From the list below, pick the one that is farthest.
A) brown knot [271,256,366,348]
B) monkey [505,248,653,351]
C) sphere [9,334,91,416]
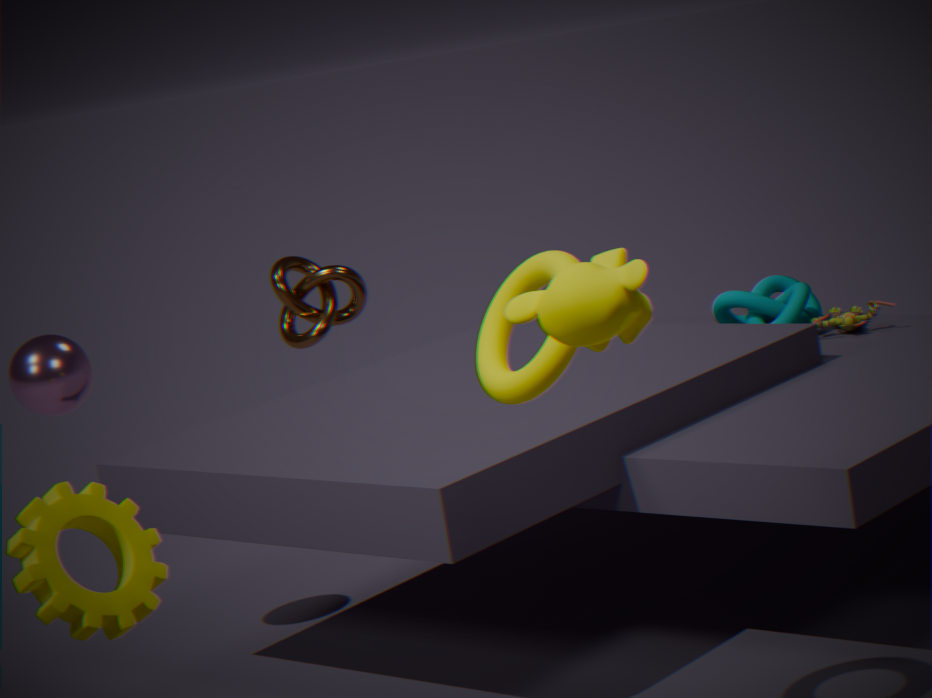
brown knot [271,256,366,348]
